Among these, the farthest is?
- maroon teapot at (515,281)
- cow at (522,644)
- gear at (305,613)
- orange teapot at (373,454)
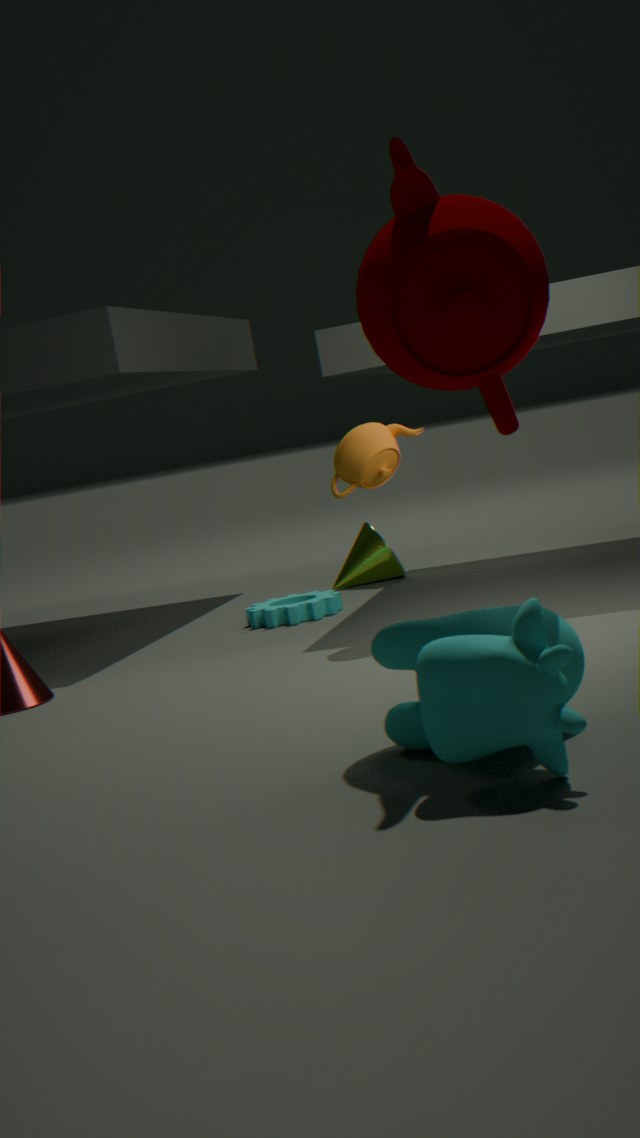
gear at (305,613)
